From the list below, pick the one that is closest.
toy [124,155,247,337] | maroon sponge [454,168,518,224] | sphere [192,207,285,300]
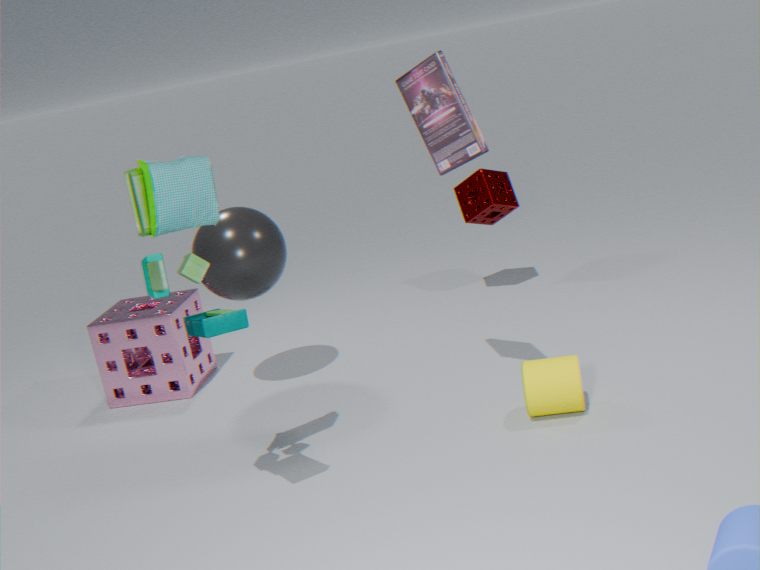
toy [124,155,247,337]
